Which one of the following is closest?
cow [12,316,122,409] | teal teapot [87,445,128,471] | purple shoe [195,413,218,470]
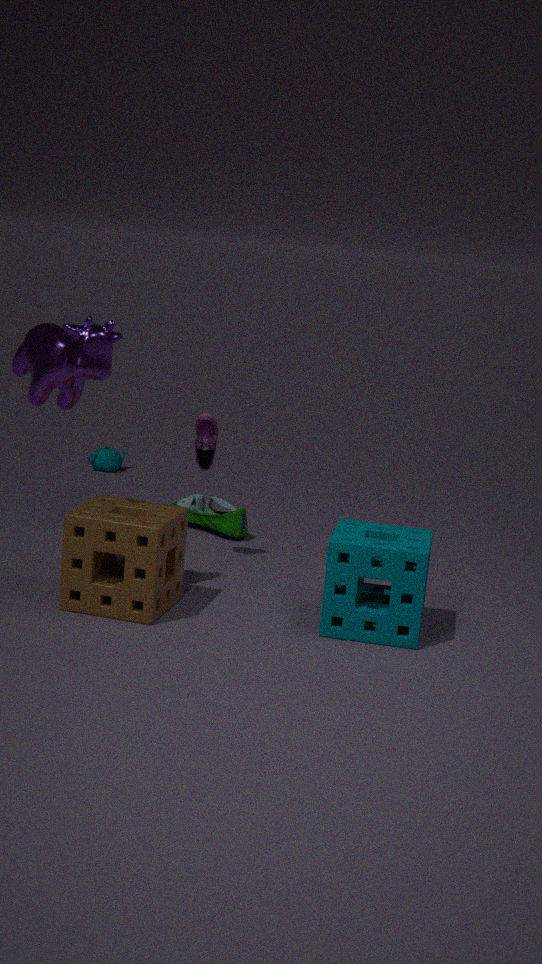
cow [12,316,122,409]
